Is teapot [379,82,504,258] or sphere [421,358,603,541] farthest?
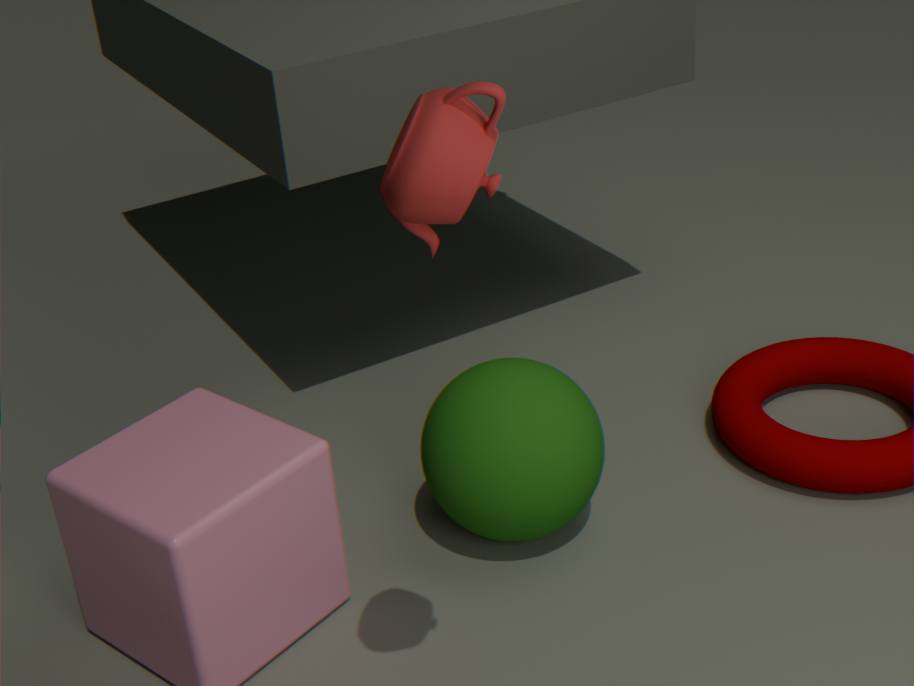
sphere [421,358,603,541]
